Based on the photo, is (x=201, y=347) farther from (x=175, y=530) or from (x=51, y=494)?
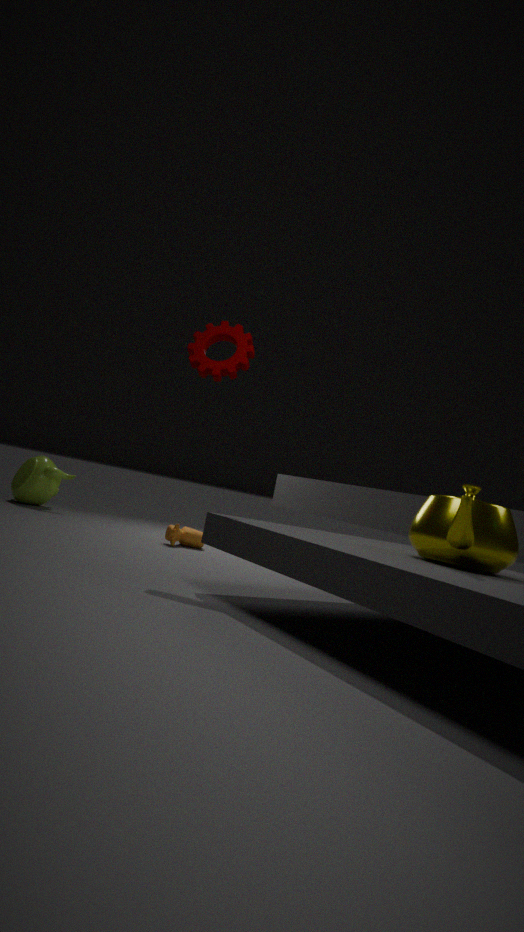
(x=51, y=494)
